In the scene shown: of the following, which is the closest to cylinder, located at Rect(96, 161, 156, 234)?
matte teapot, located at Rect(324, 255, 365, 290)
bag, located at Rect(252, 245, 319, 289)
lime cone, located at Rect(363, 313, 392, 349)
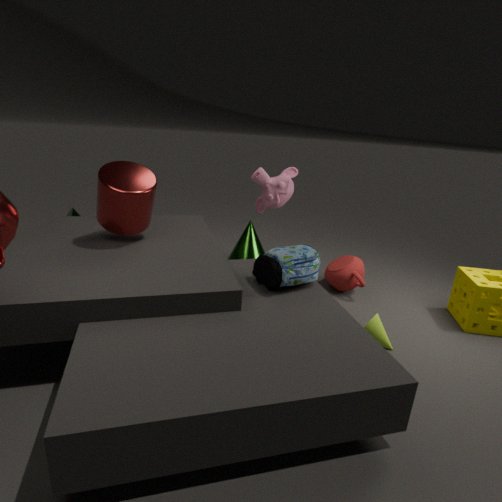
bag, located at Rect(252, 245, 319, 289)
